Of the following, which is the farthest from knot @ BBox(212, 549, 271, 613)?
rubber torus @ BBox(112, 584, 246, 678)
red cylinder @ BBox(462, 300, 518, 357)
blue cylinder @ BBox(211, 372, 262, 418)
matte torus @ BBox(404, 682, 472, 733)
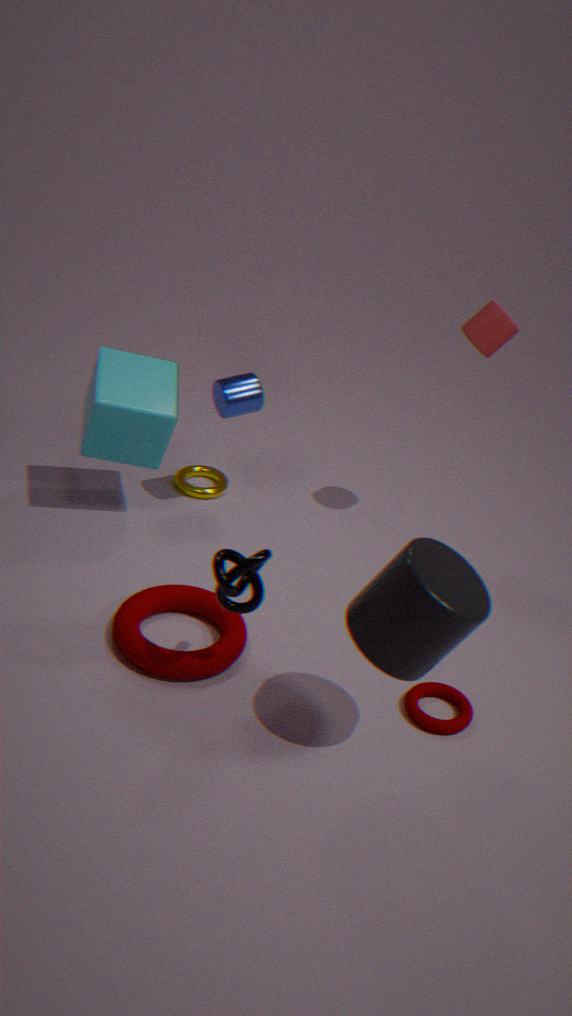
red cylinder @ BBox(462, 300, 518, 357)
